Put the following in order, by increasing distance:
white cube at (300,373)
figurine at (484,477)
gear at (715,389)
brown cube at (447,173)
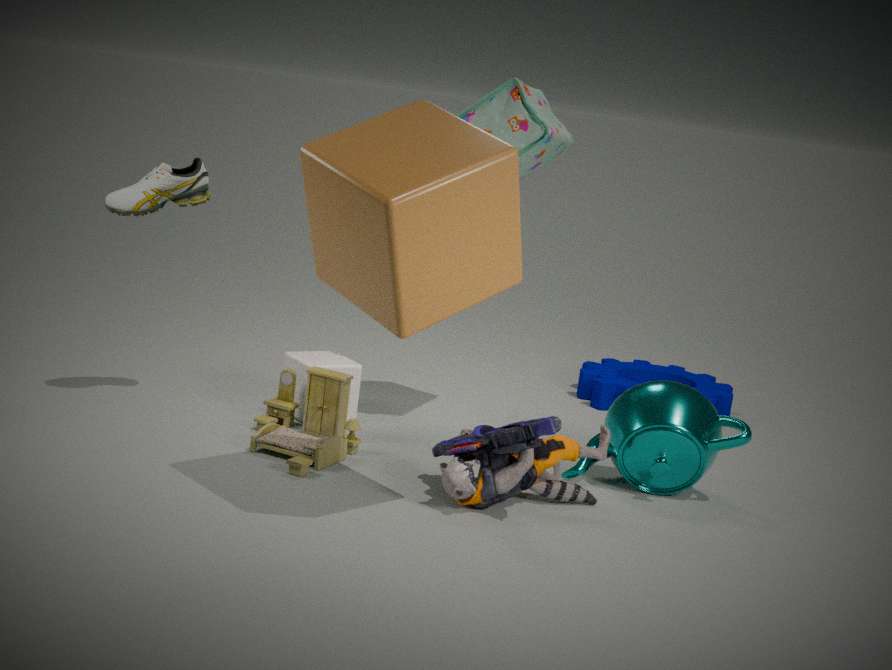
1. brown cube at (447,173)
2. figurine at (484,477)
3. white cube at (300,373)
4. gear at (715,389)
